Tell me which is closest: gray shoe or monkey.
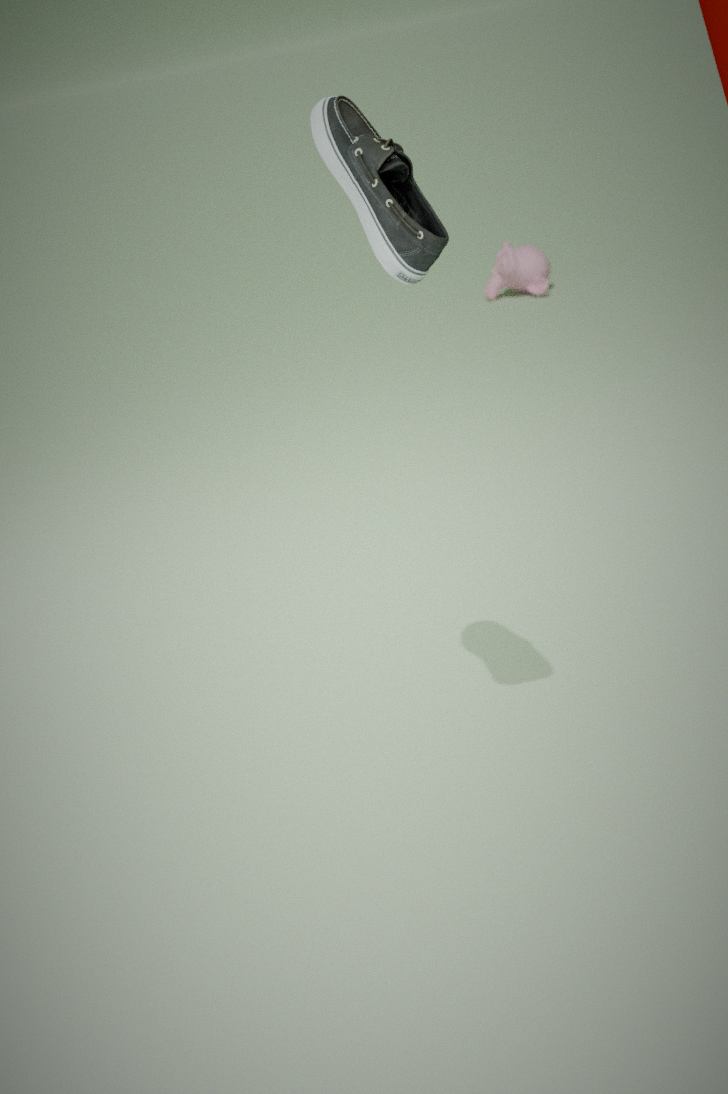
gray shoe
